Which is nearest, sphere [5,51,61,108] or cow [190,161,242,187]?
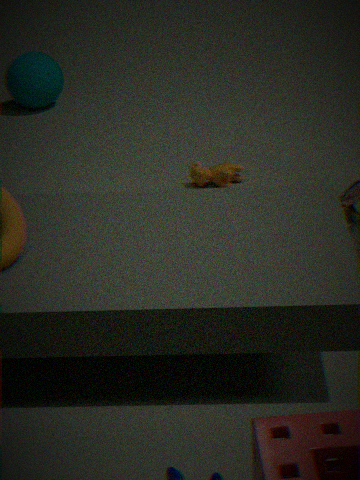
cow [190,161,242,187]
